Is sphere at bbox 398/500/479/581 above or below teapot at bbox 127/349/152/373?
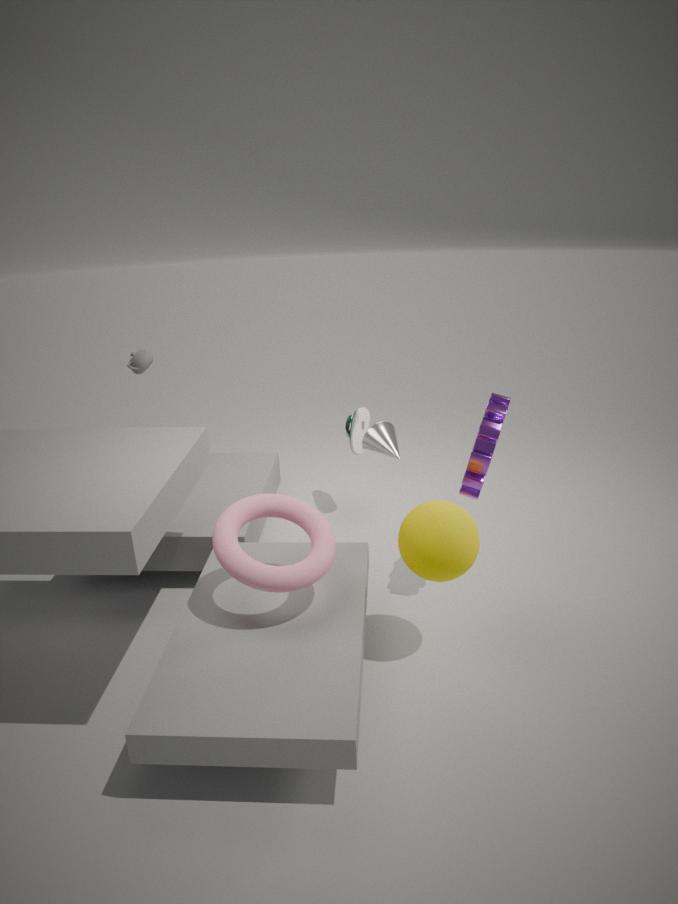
below
